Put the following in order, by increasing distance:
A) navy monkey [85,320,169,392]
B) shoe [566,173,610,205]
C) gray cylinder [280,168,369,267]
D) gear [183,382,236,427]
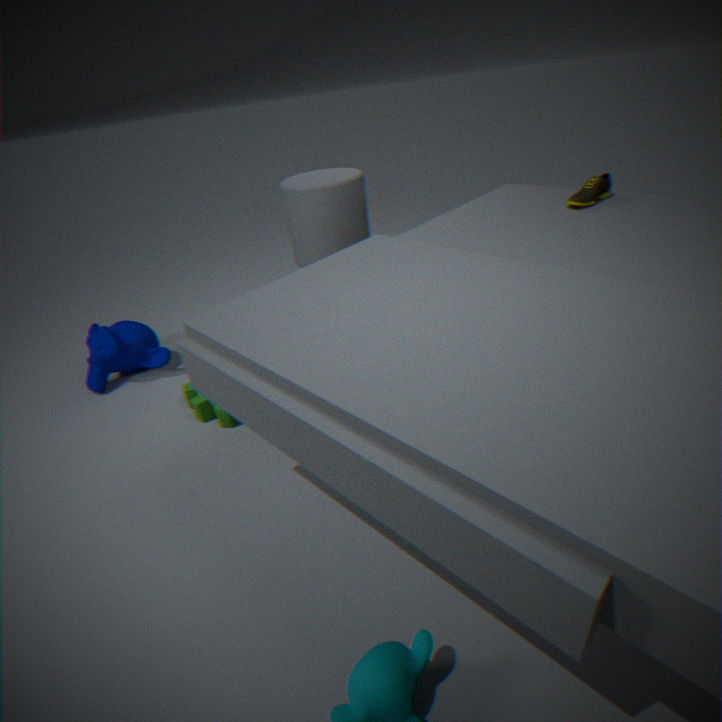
shoe [566,173,610,205]
gray cylinder [280,168,369,267]
gear [183,382,236,427]
navy monkey [85,320,169,392]
